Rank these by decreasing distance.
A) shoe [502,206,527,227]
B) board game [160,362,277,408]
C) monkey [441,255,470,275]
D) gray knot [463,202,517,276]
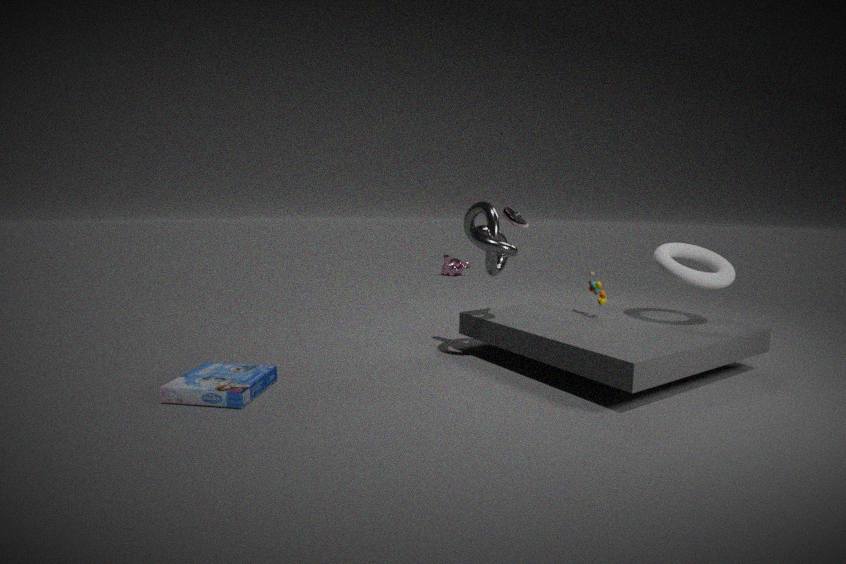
monkey [441,255,470,275] < shoe [502,206,527,227] < gray knot [463,202,517,276] < board game [160,362,277,408]
